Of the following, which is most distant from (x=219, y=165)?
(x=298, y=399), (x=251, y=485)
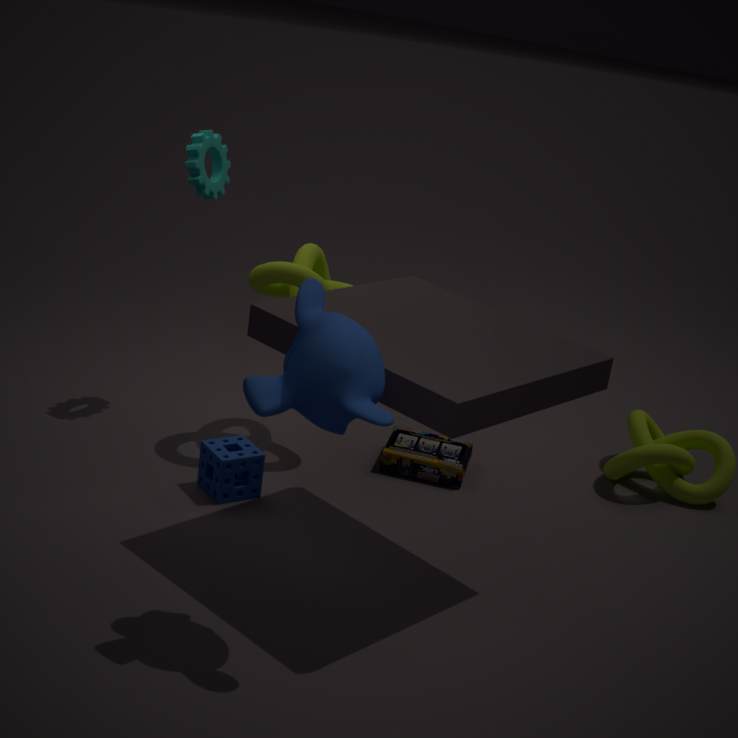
(x=298, y=399)
